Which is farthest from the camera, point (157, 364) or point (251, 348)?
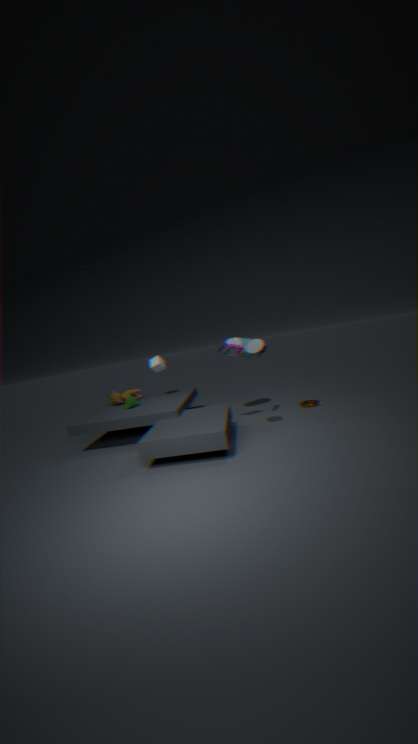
point (157, 364)
